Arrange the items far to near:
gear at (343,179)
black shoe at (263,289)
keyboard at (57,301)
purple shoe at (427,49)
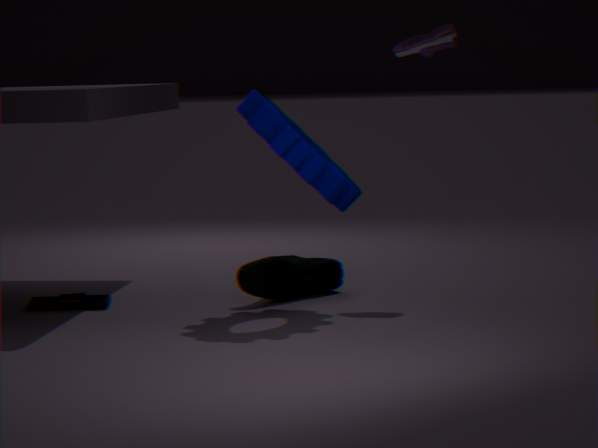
purple shoe at (427,49) → keyboard at (57,301) → black shoe at (263,289) → gear at (343,179)
